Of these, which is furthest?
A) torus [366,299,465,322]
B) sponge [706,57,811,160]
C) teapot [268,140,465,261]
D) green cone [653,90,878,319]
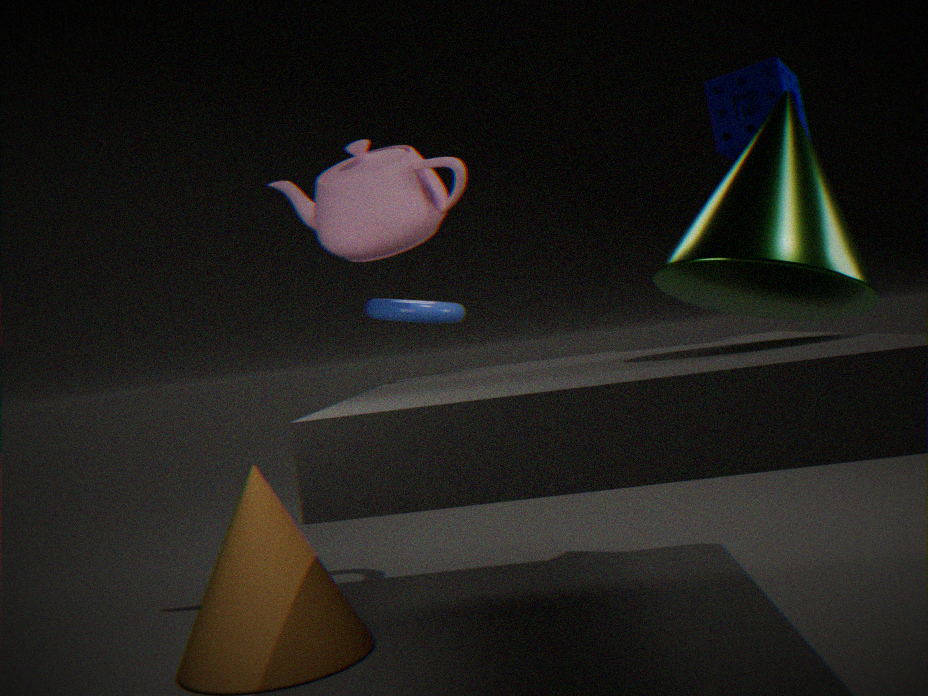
torus [366,299,465,322]
